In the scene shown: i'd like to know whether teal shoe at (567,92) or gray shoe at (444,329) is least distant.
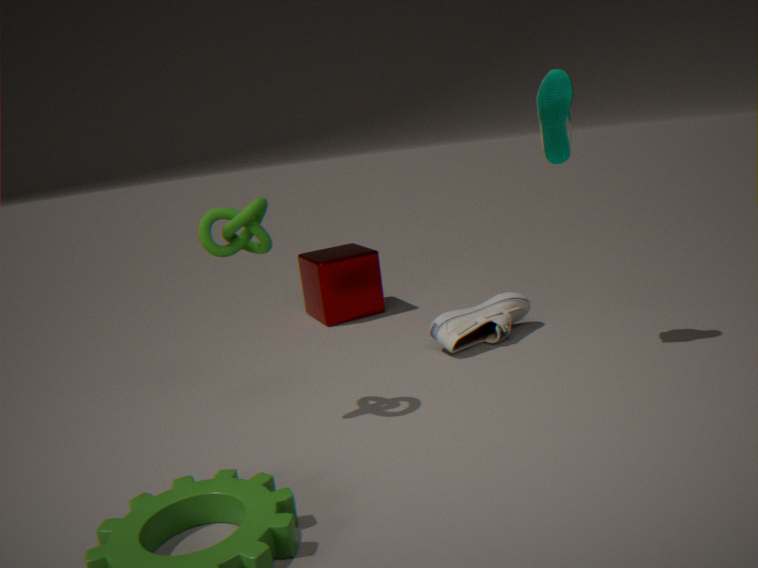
teal shoe at (567,92)
